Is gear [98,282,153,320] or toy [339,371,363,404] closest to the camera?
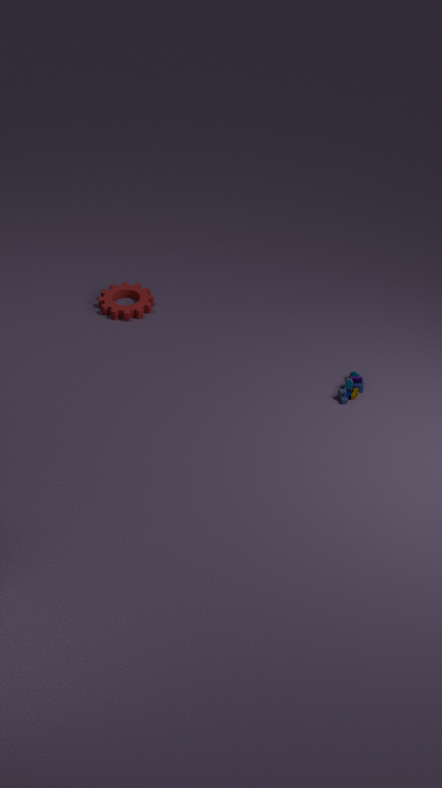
toy [339,371,363,404]
